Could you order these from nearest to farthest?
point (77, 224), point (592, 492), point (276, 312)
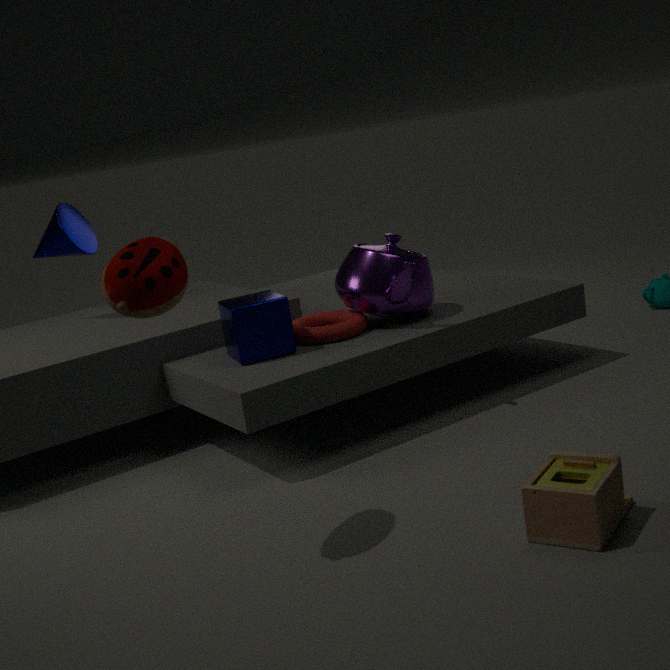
point (592, 492) < point (276, 312) < point (77, 224)
